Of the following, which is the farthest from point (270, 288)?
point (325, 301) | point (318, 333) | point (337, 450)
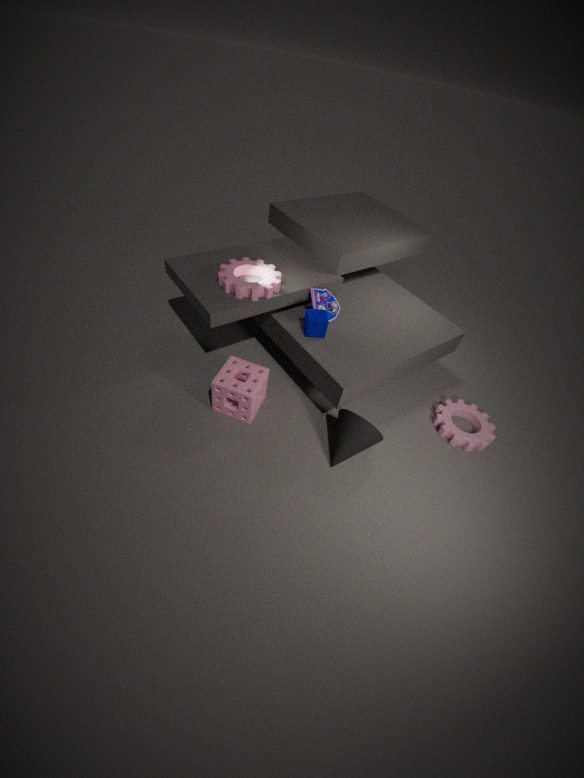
point (337, 450)
